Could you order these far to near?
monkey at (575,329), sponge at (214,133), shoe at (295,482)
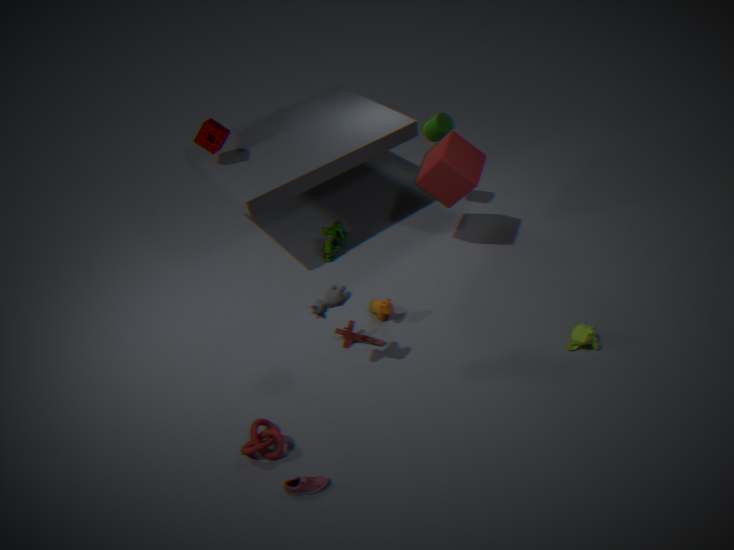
sponge at (214,133)
monkey at (575,329)
shoe at (295,482)
